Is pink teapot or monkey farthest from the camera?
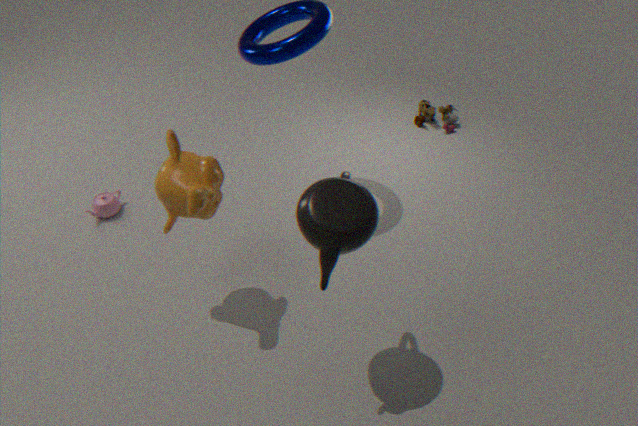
pink teapot
